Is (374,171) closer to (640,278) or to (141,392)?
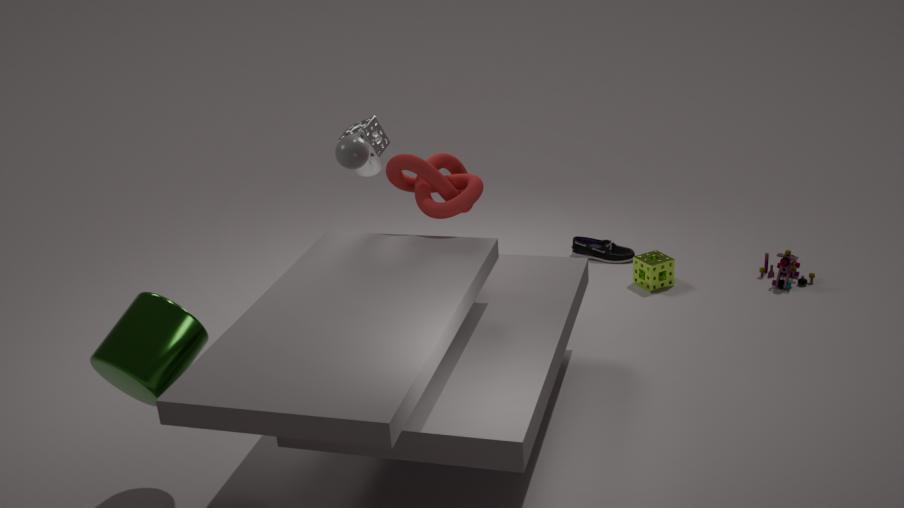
(640,278)
